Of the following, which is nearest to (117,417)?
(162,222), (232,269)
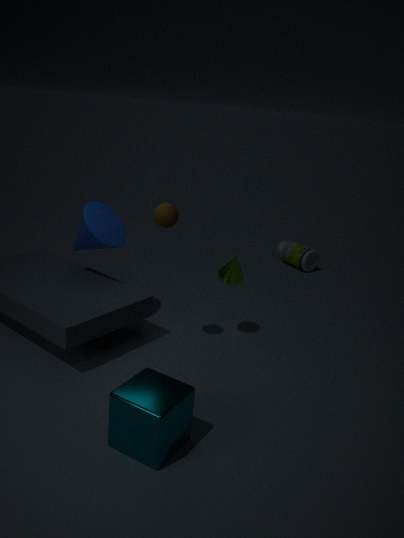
(162,222)
